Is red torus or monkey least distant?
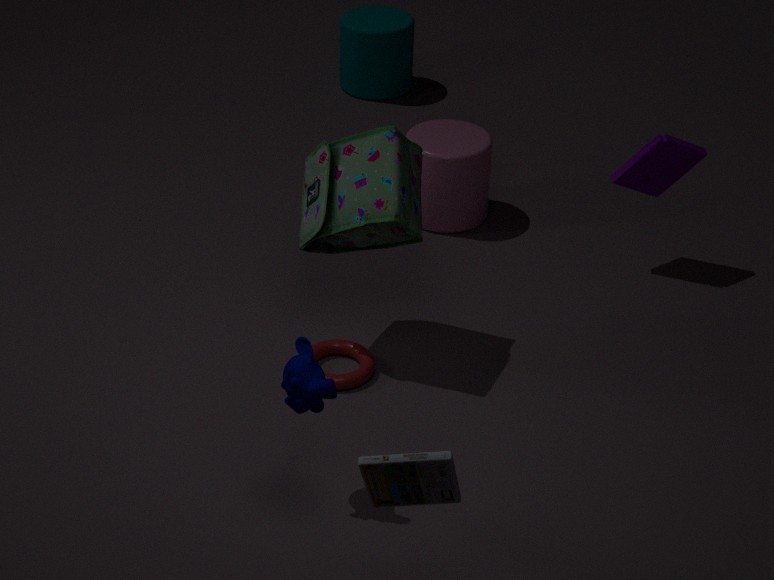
monkey
